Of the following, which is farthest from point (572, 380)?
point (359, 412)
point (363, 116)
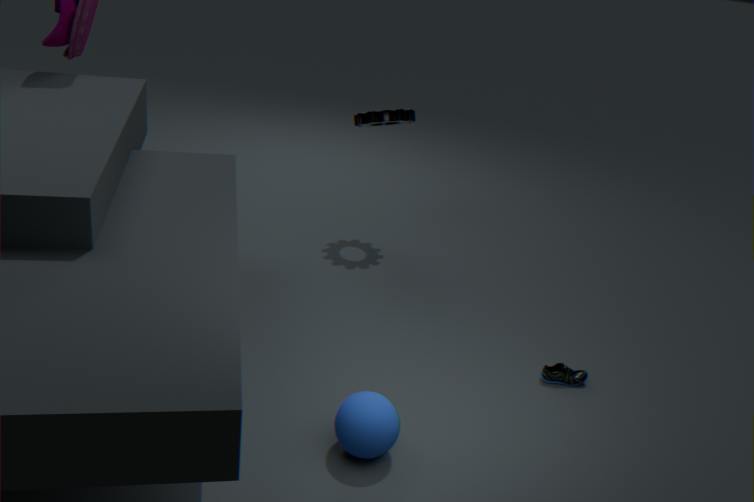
point (363, 116)
